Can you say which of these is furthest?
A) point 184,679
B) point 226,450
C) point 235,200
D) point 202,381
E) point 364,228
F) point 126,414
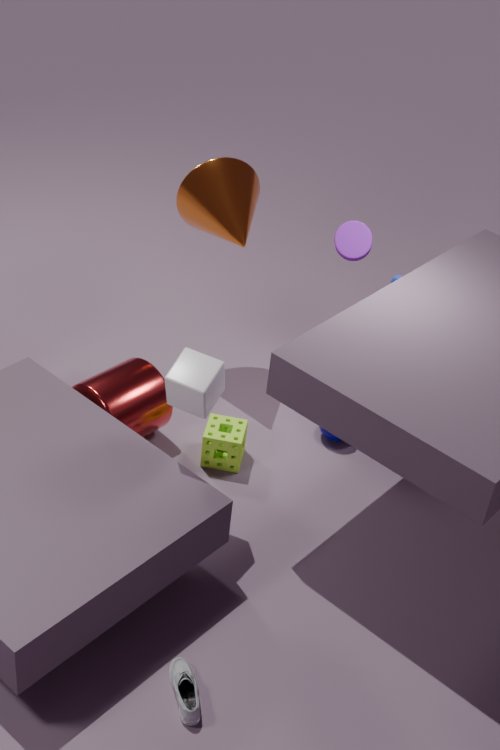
point 235,200
